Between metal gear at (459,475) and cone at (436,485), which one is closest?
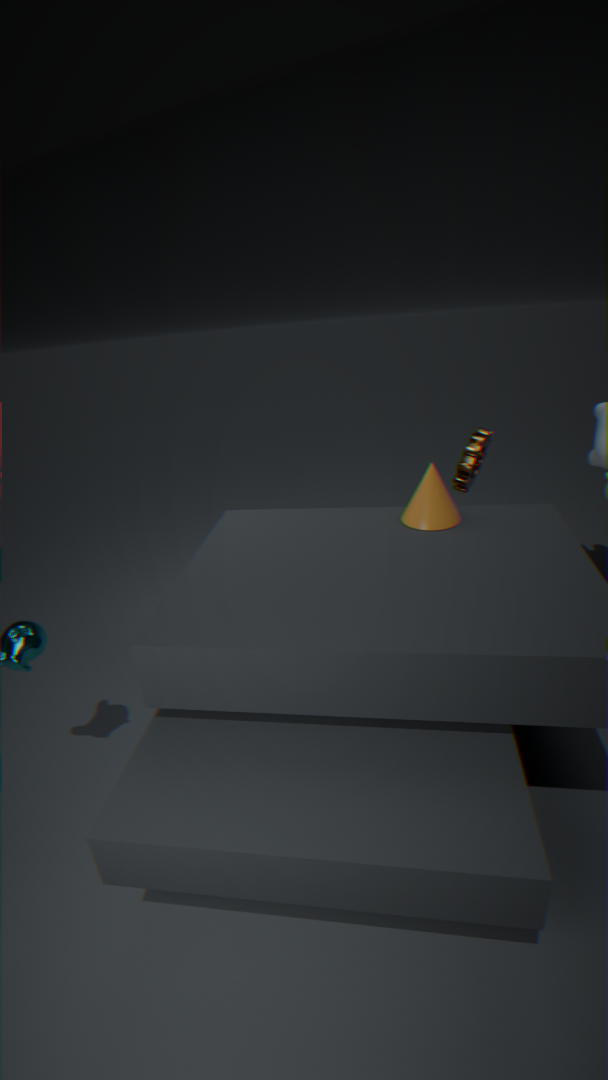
cone at (436,485)
